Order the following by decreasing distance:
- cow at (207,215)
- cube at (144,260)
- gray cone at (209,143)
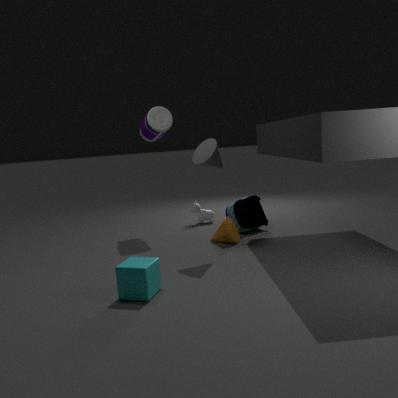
cow at (207,215)
gray cone at (209,143)
cube at (144,260)
